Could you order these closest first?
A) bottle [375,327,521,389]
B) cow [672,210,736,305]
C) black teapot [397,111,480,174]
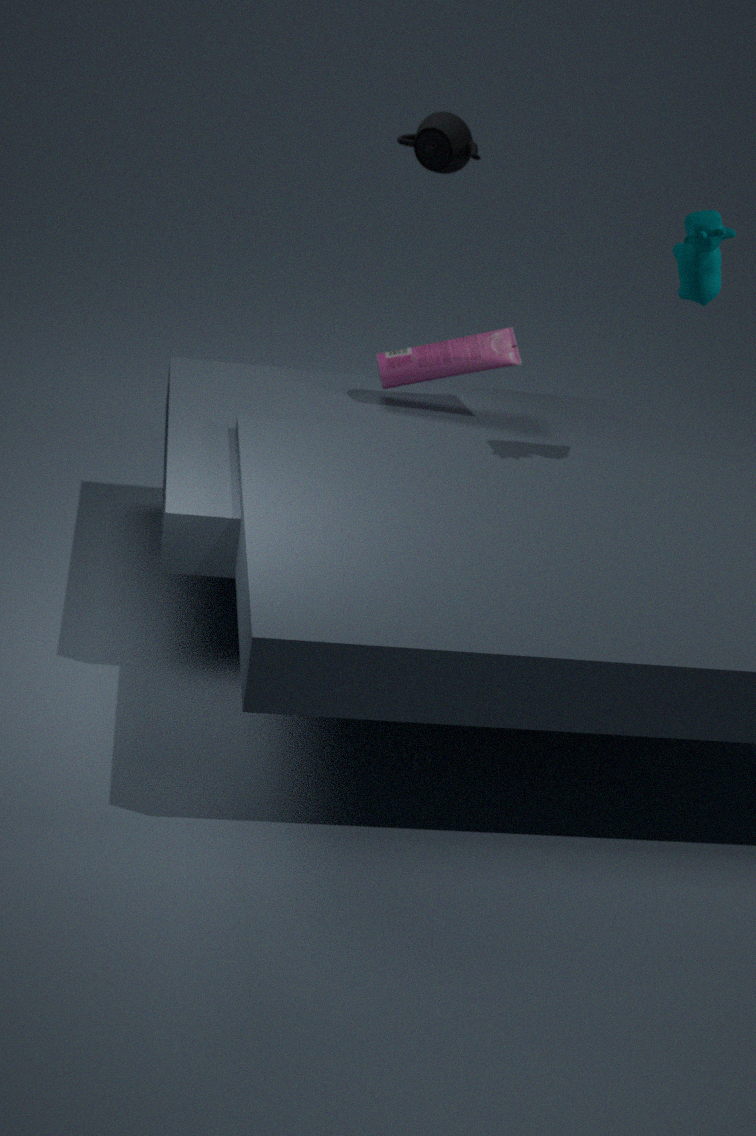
cow [672,210,736,305] < black teapot [397,111,480,174] < bottle [375,327,521,389]
